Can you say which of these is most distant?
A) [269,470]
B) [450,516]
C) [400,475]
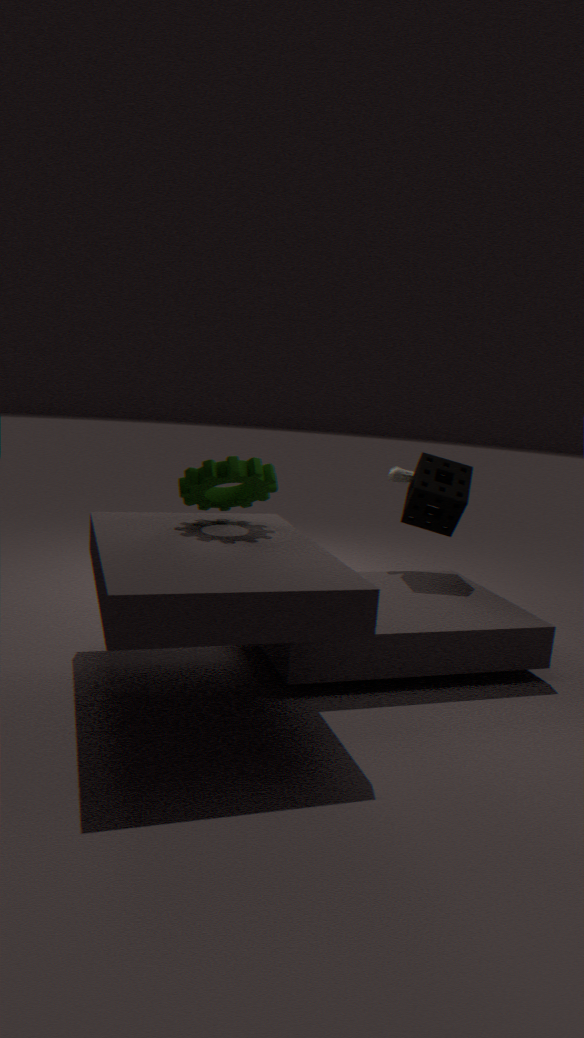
[400,475]
